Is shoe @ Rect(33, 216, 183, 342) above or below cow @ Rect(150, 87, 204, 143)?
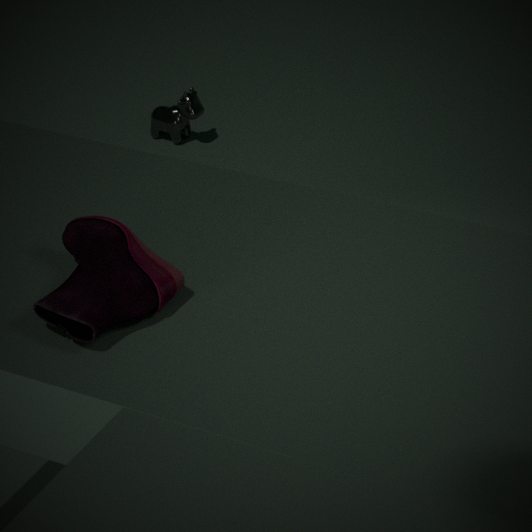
above
